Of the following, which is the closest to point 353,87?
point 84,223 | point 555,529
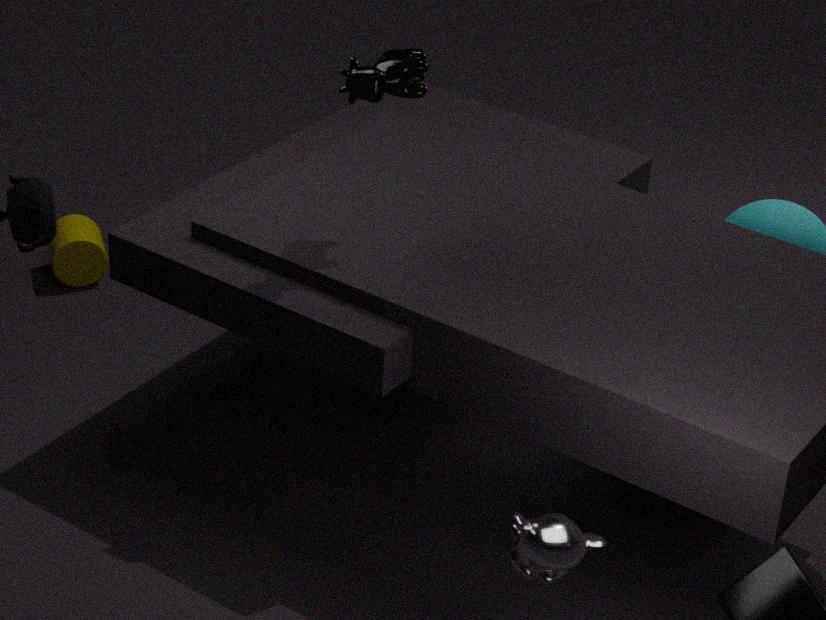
point 555,529
